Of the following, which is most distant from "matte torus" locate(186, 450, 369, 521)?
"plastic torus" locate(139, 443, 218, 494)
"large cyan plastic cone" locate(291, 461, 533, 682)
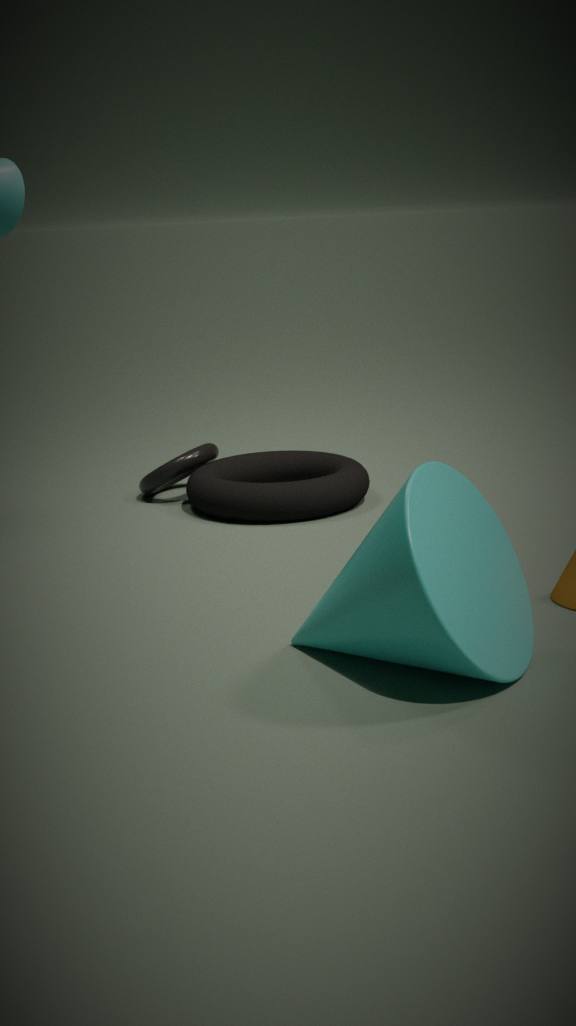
"large cyan plastic cone" locate(291, 461, 533, 682)
